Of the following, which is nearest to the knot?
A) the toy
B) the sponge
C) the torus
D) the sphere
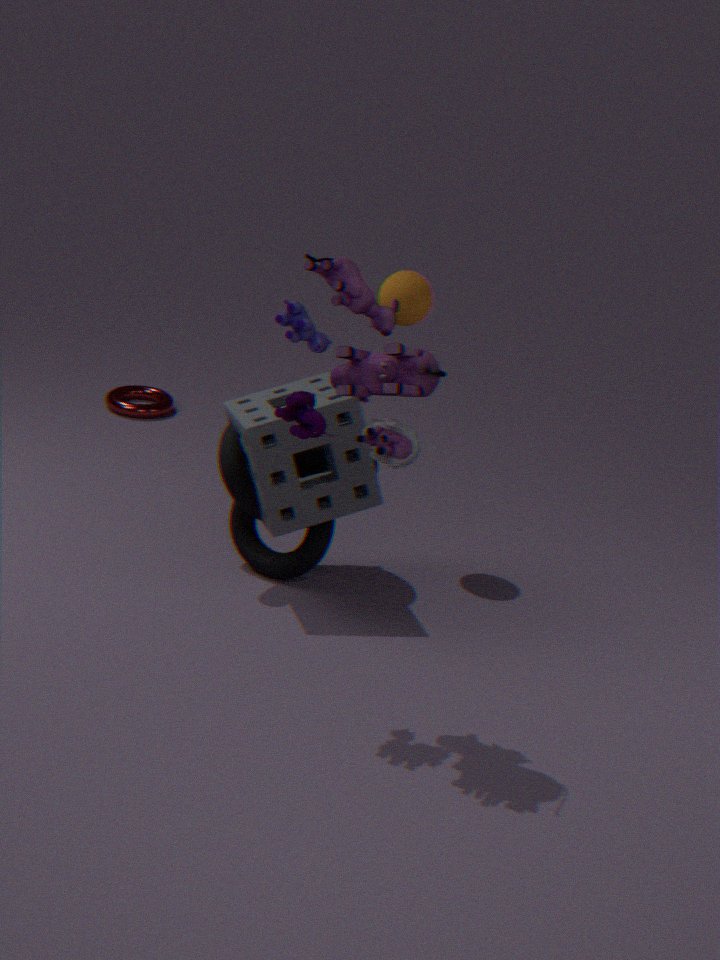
the sponge
